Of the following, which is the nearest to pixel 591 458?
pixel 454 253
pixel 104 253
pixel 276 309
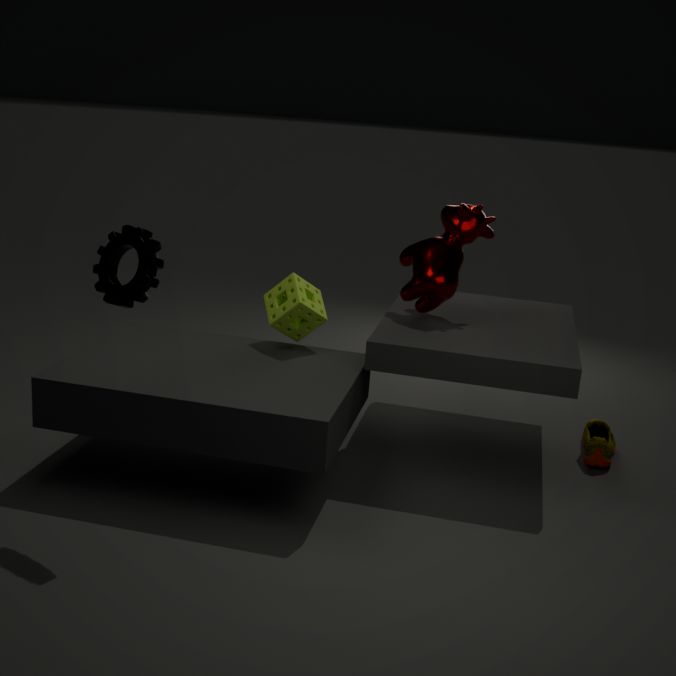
pixel 454 253
